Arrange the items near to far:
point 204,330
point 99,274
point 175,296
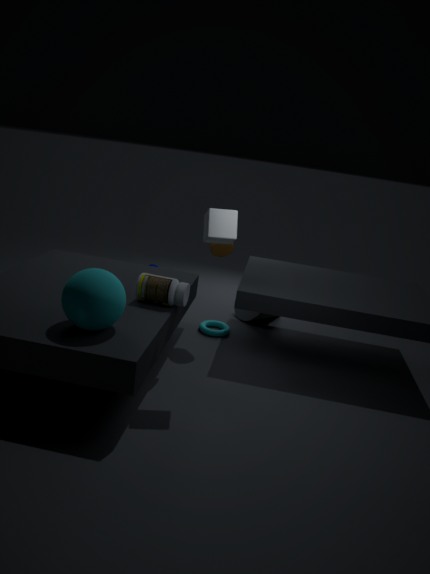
point 99,274 → point 175,296 → point 204,330
